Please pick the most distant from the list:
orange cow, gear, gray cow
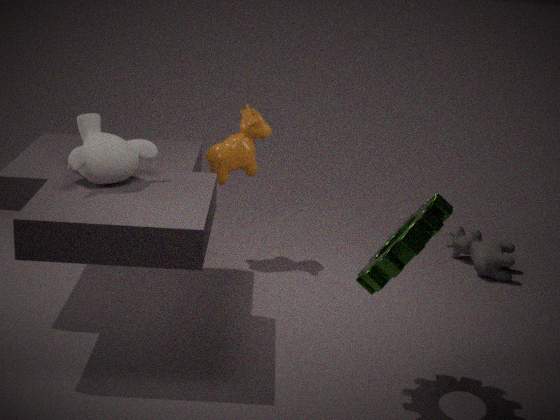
gray cow
